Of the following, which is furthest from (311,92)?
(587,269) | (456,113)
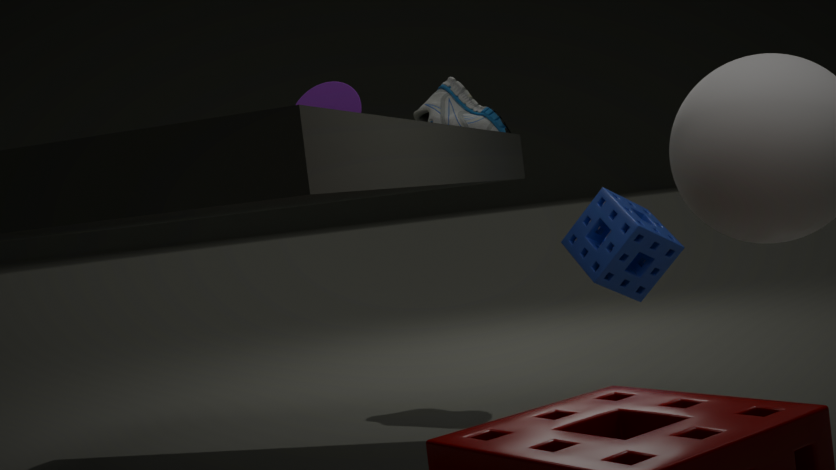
(587,269)
